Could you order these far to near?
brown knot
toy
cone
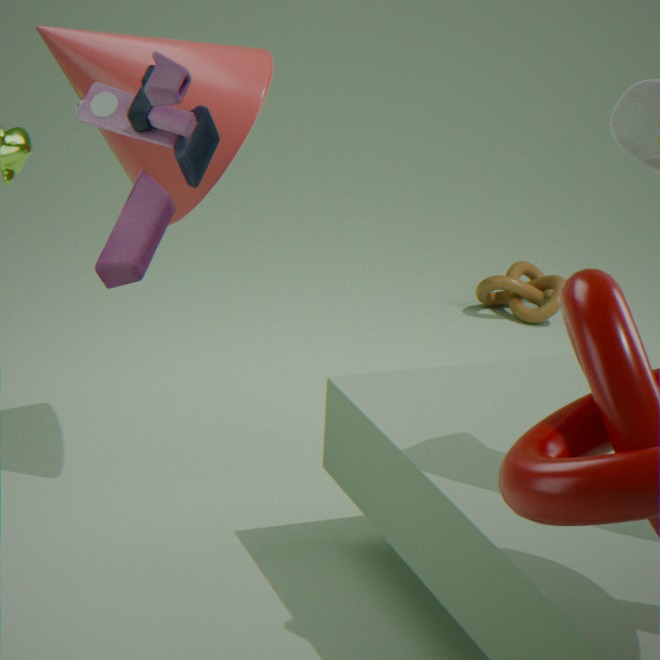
brown knot
cone
toy
